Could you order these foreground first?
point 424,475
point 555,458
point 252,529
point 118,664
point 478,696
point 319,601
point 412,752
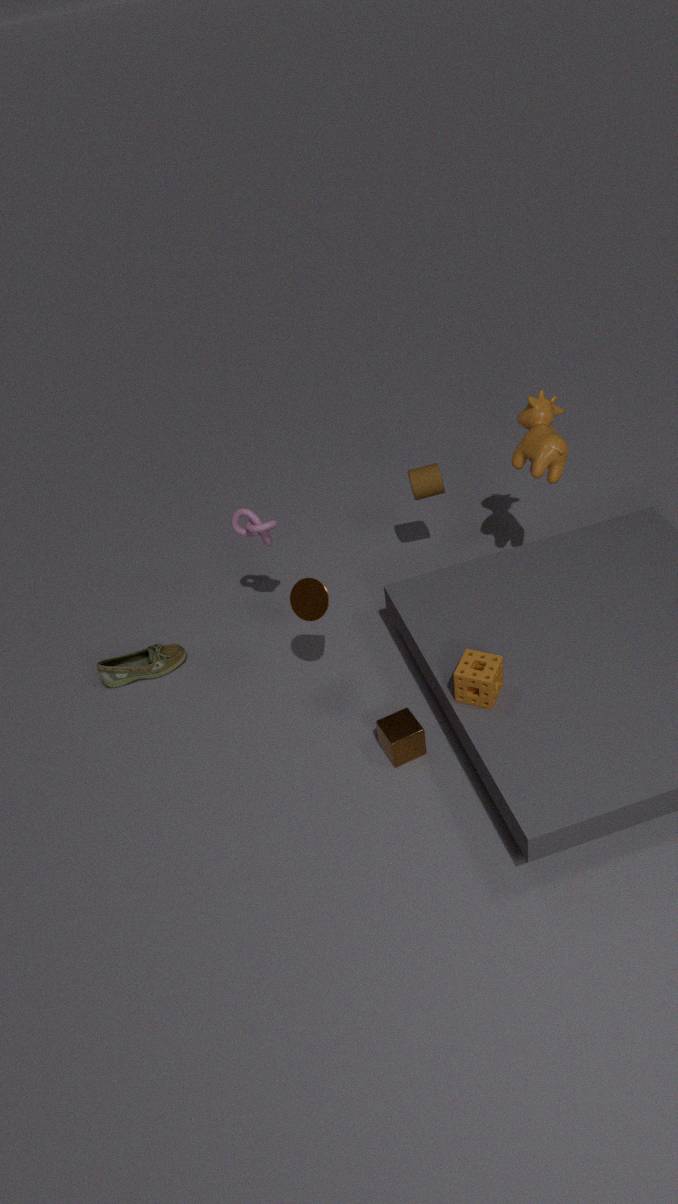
point 478,696 < point 412,752 < point 319,601 < point 555,458 < point 252,529 < point 424,475 < point 118,664
